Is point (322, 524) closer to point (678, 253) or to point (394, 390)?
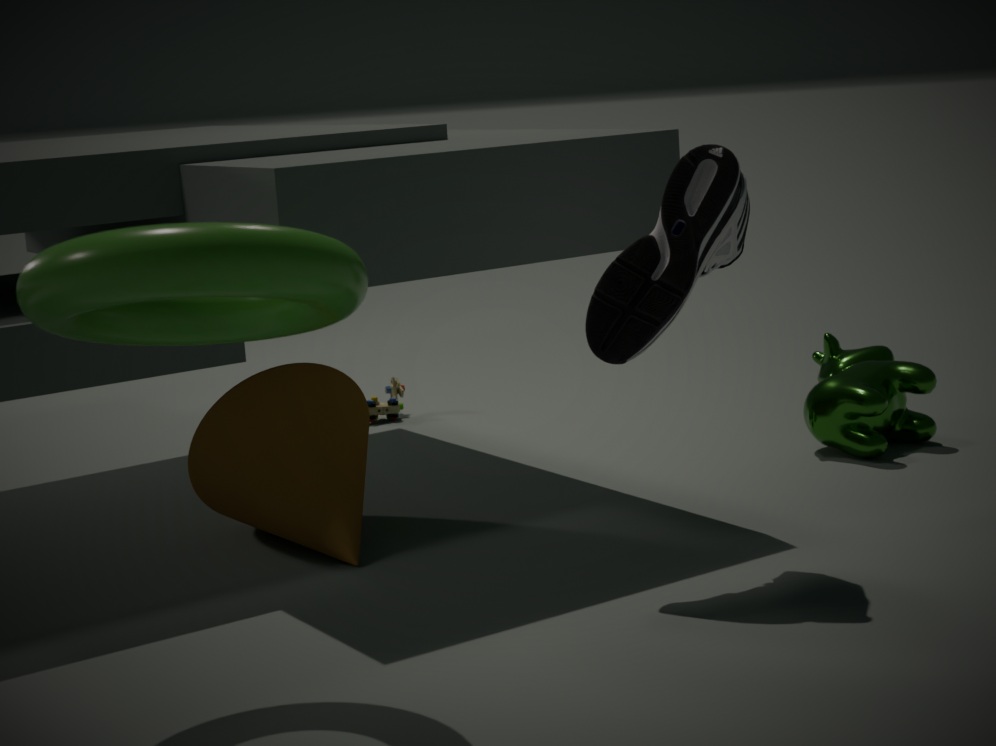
point (678, 253)
